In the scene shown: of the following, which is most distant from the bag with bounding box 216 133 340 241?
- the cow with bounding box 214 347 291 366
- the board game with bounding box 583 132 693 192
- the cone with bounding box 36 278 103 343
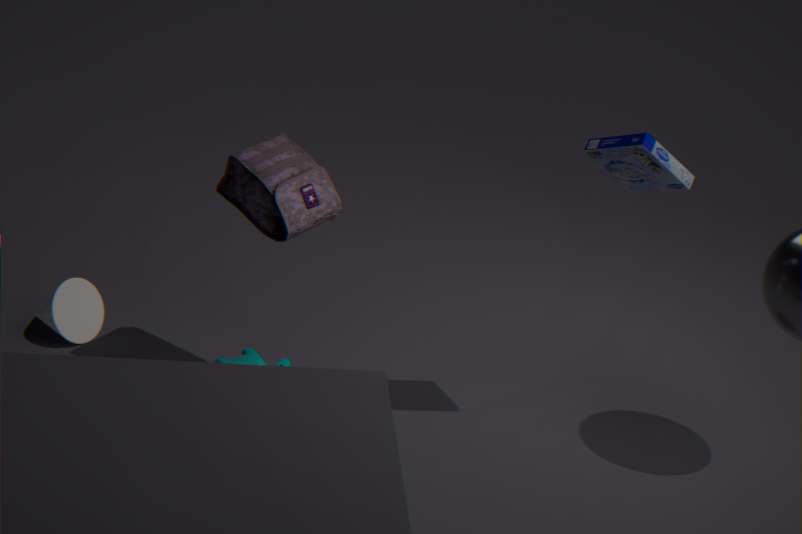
the board game with bounding box 583 132 693 192
